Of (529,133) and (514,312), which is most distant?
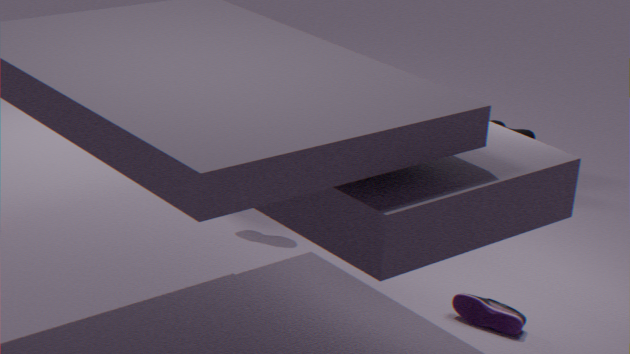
(529,133)
